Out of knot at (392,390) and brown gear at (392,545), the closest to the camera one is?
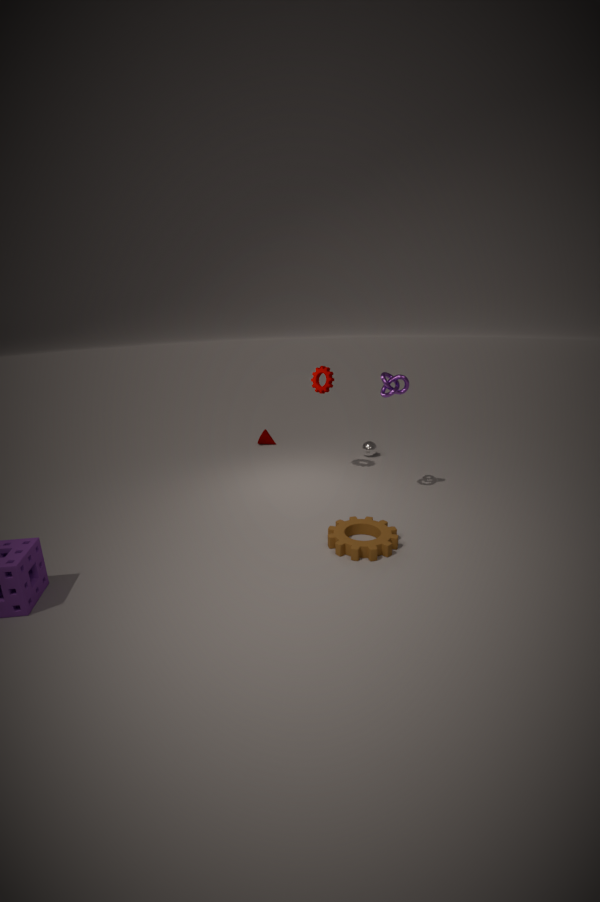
brown gear at (392,545)
